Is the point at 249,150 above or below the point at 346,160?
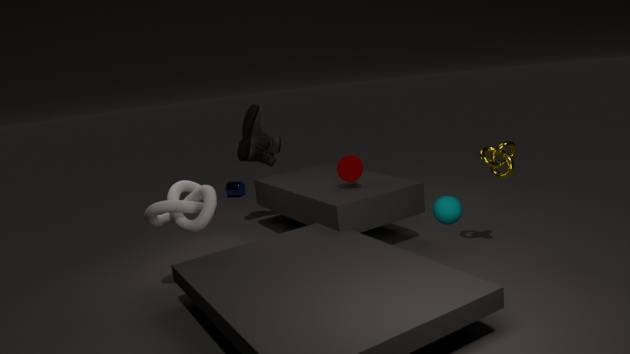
above
